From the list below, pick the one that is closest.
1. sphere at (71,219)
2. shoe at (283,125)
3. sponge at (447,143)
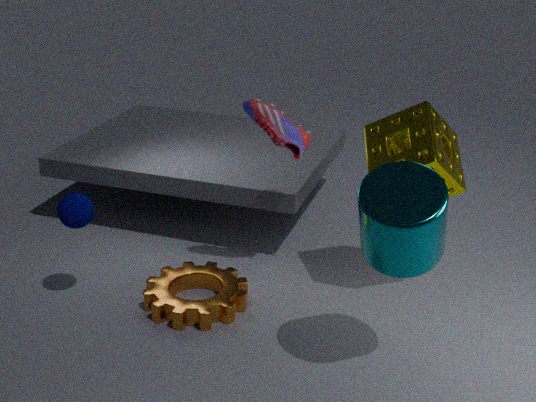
sponge at (447,143)
